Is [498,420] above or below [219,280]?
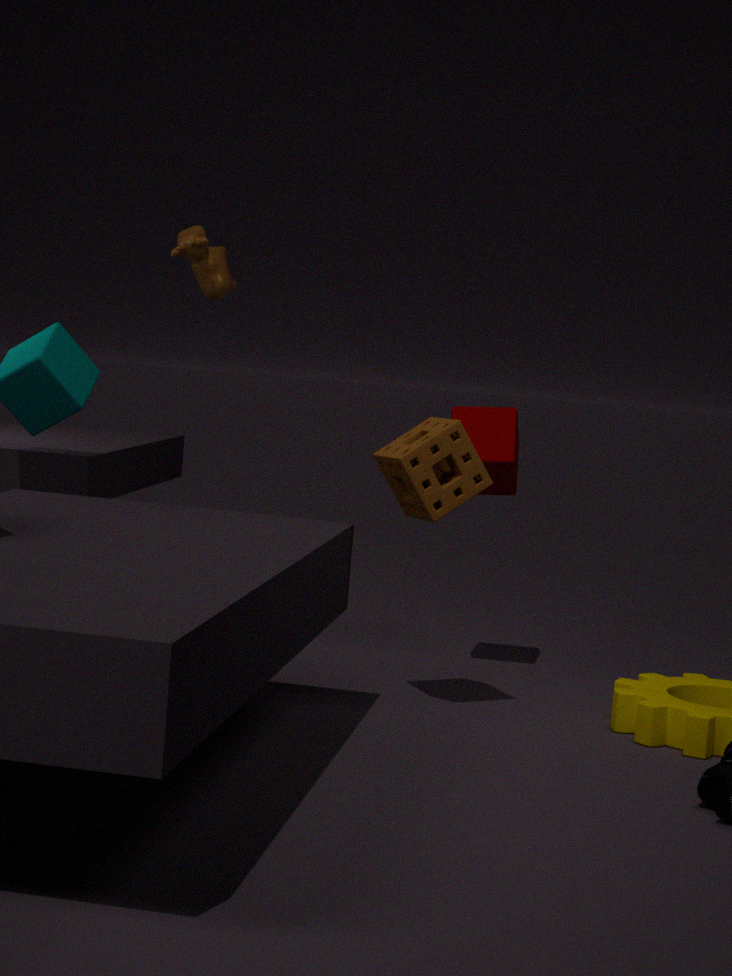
below
